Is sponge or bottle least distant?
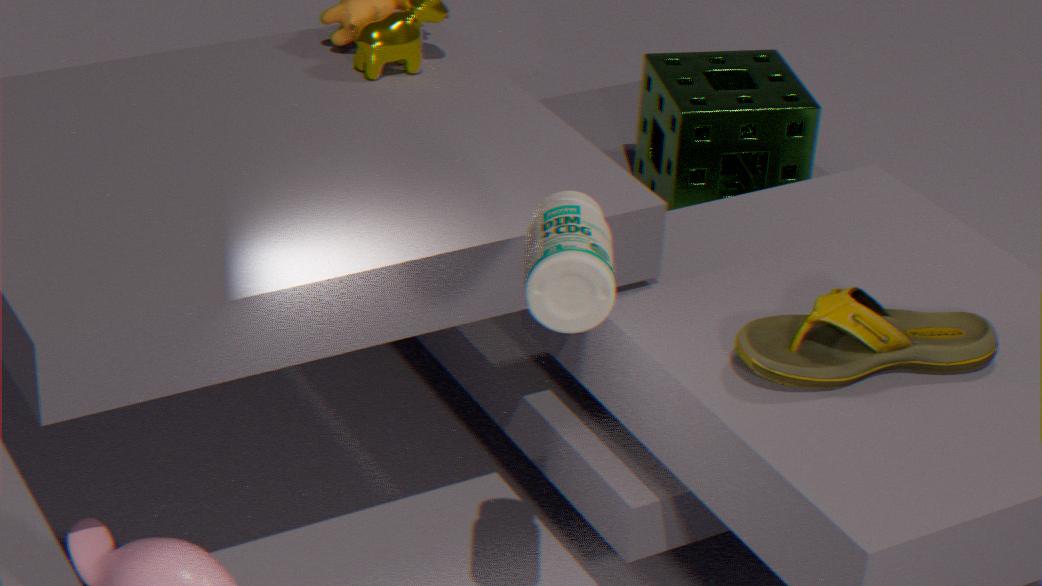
bottle
